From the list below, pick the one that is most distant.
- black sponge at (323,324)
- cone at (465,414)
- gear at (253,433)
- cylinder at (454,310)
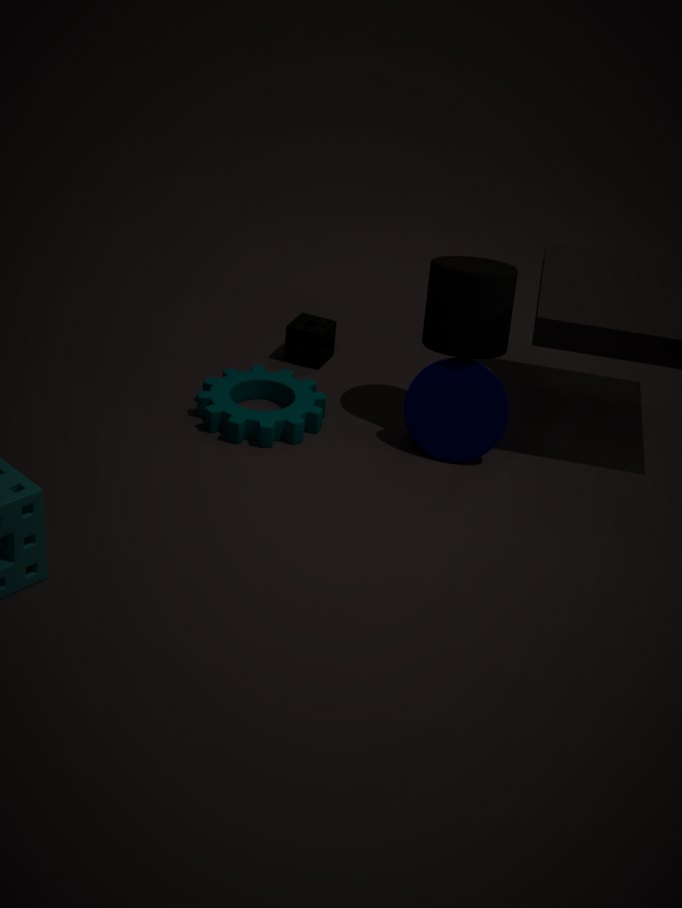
black sponge at (323,324)
